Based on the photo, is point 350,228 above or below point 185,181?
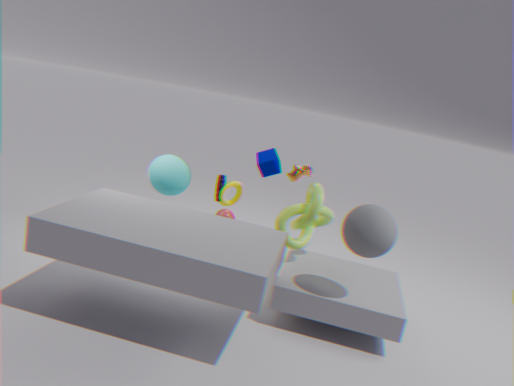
above
